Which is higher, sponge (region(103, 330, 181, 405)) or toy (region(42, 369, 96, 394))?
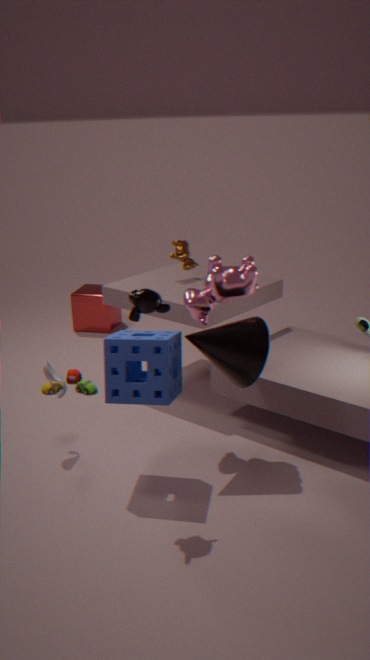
sponge (region(103, 330, 181, 405))
